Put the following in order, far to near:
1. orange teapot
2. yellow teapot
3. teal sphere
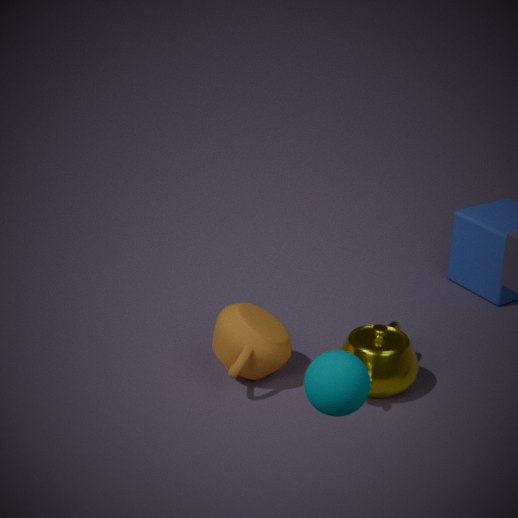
orange teapot
yellow teapot
teal sphere
